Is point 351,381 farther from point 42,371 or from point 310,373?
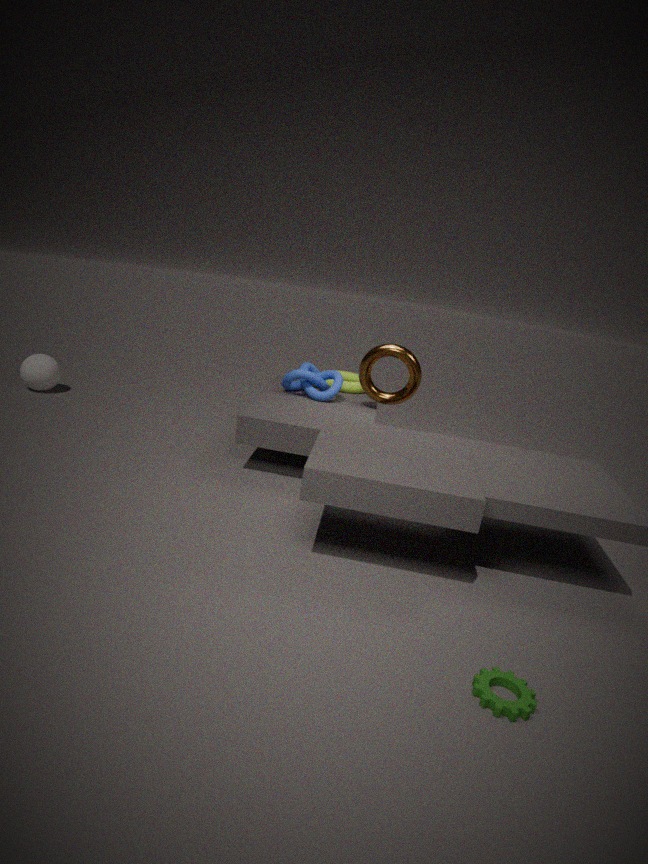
point 42,371
